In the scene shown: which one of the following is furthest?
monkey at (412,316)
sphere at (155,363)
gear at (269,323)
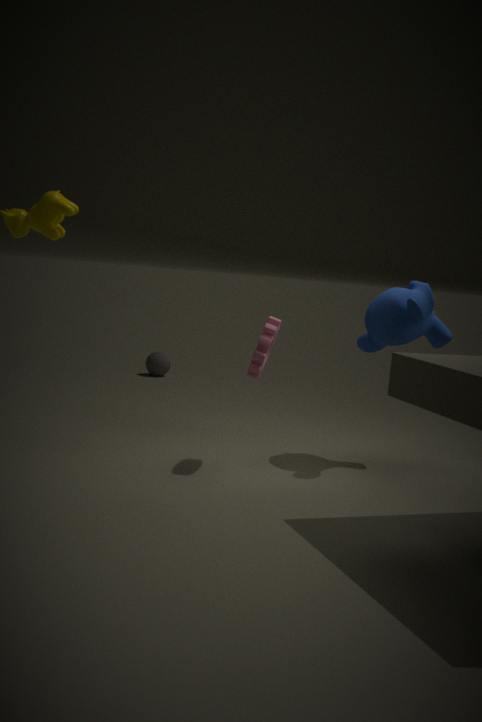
sphere at (155,363)
